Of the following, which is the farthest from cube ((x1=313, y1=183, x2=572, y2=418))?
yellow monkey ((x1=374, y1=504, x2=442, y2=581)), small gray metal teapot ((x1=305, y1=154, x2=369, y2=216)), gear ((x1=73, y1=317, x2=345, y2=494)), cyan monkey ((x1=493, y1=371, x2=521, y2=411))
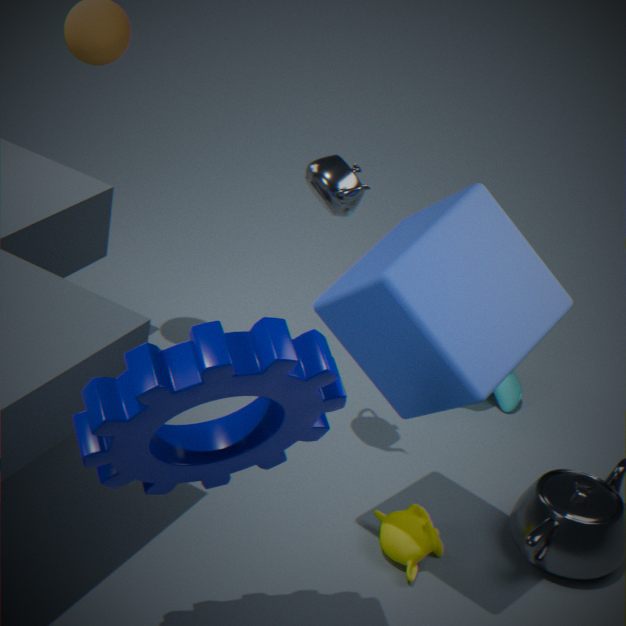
cyan monkey ((x1=493, y1=371, x2=521, y2=411))
